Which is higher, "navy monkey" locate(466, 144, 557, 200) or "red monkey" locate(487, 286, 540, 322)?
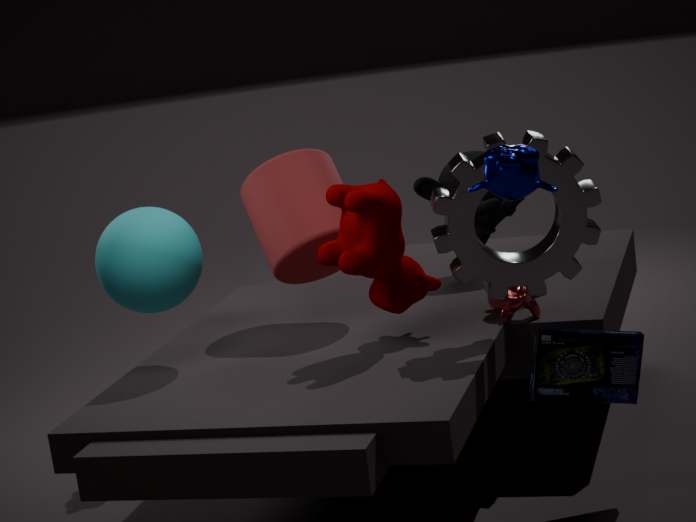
"navy monkey" locate(466, 144, 557, 200)
